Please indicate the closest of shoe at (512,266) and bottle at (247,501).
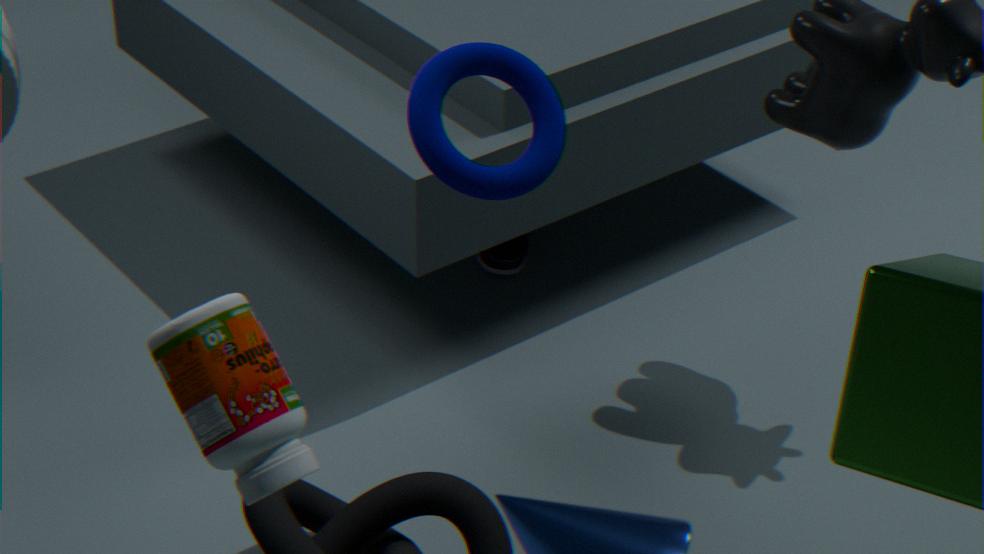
bottle at (247,501)
